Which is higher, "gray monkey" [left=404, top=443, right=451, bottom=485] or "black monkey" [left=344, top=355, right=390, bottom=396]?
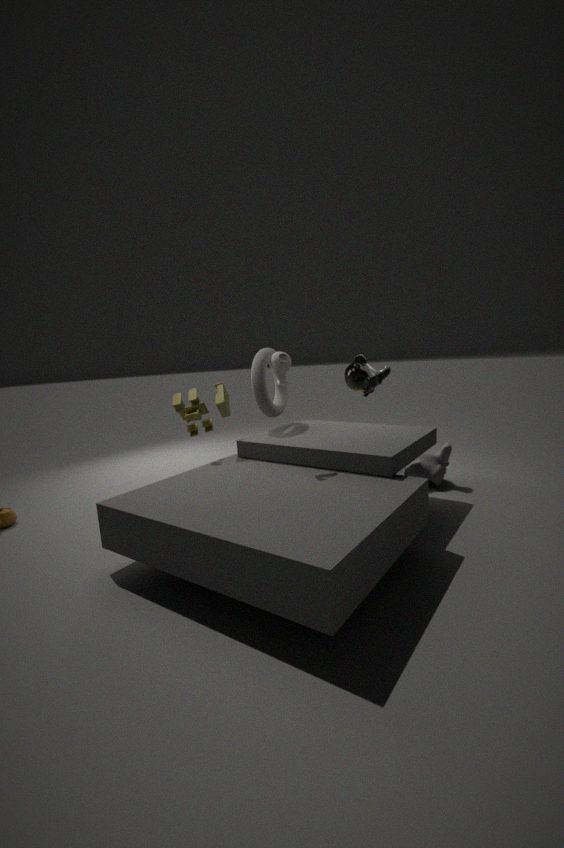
"black monkey" [left=344, top=355, right=390, bottom=396]
